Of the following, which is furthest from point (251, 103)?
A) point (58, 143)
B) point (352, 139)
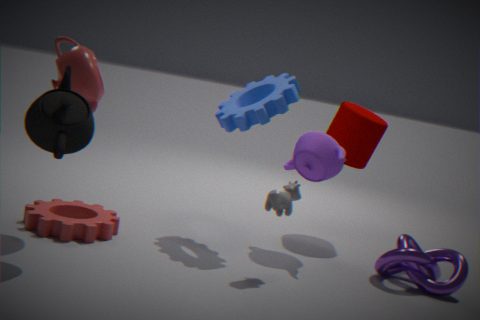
point (58, 143)
